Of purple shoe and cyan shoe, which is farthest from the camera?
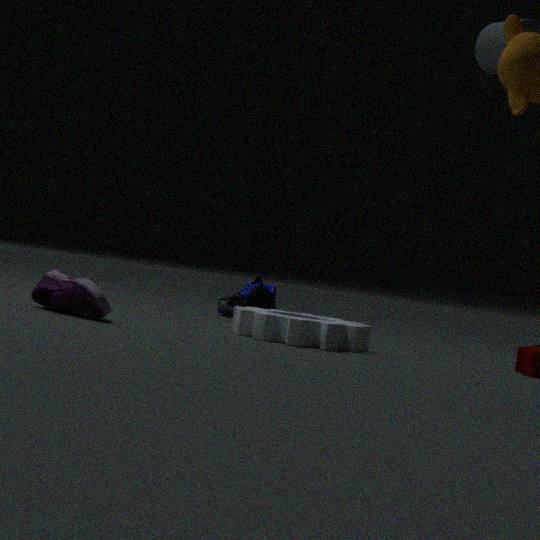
cyan shoe
